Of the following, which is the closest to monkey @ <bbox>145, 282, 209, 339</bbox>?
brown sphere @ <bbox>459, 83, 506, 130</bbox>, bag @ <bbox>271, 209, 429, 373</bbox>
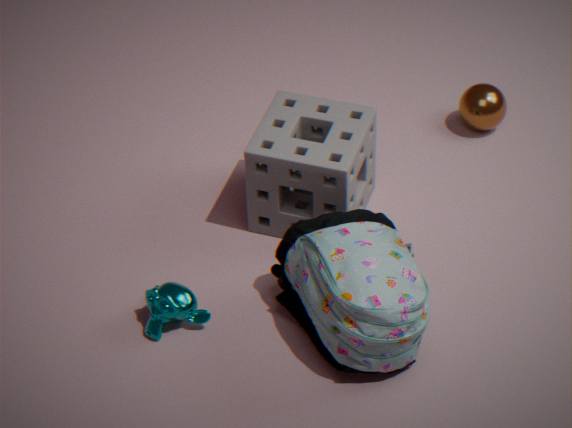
bag @ <bbox>271, 209, 429, 373</bbox>
